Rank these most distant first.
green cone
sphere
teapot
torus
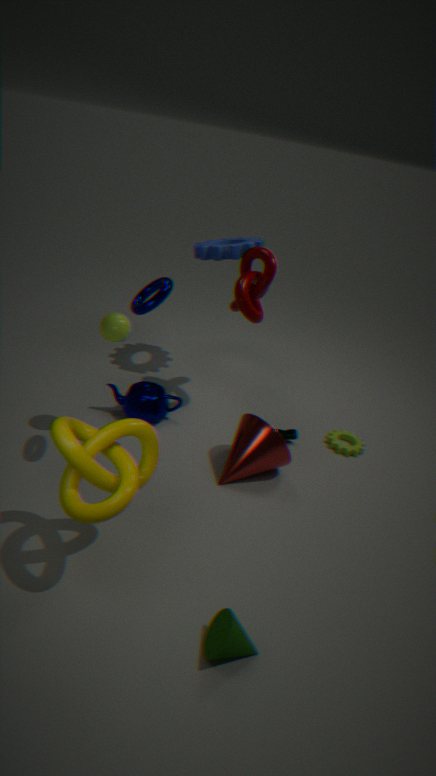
1. teapot
2. sphere
3. torus
4. green cone
